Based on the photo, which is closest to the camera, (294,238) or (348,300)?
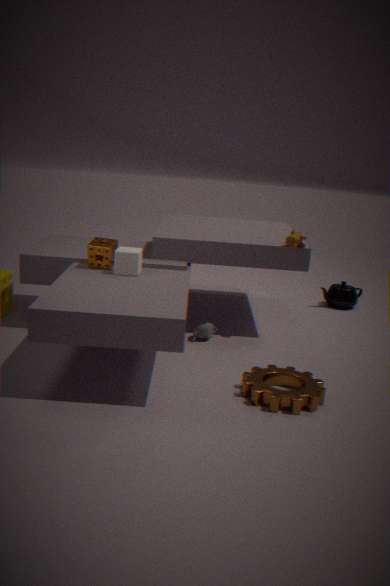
(294,238)
